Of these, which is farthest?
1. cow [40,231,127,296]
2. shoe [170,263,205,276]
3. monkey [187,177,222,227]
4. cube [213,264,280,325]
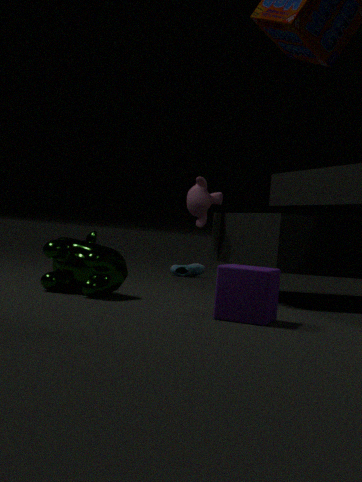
shoe [170,263,205,276]
